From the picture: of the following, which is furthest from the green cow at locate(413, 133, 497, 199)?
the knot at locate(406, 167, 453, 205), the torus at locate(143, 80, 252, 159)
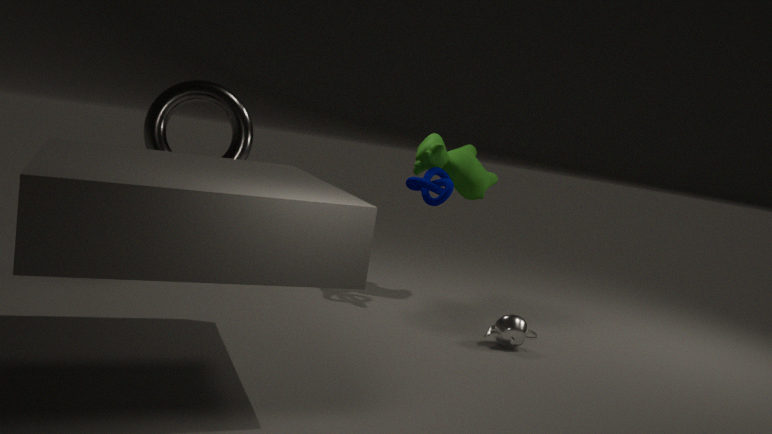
the torus at locate(143, 80, 252, 159)
